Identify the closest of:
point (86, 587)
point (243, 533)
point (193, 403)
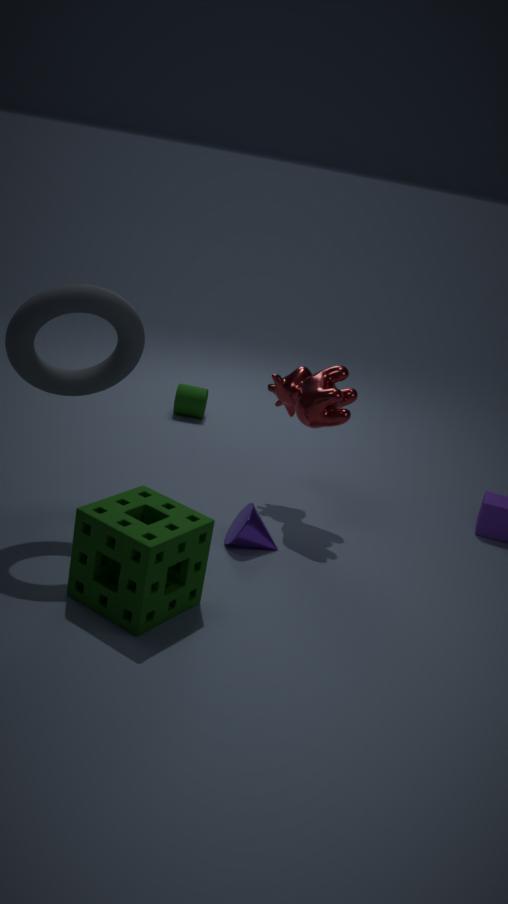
point (86, 587)
